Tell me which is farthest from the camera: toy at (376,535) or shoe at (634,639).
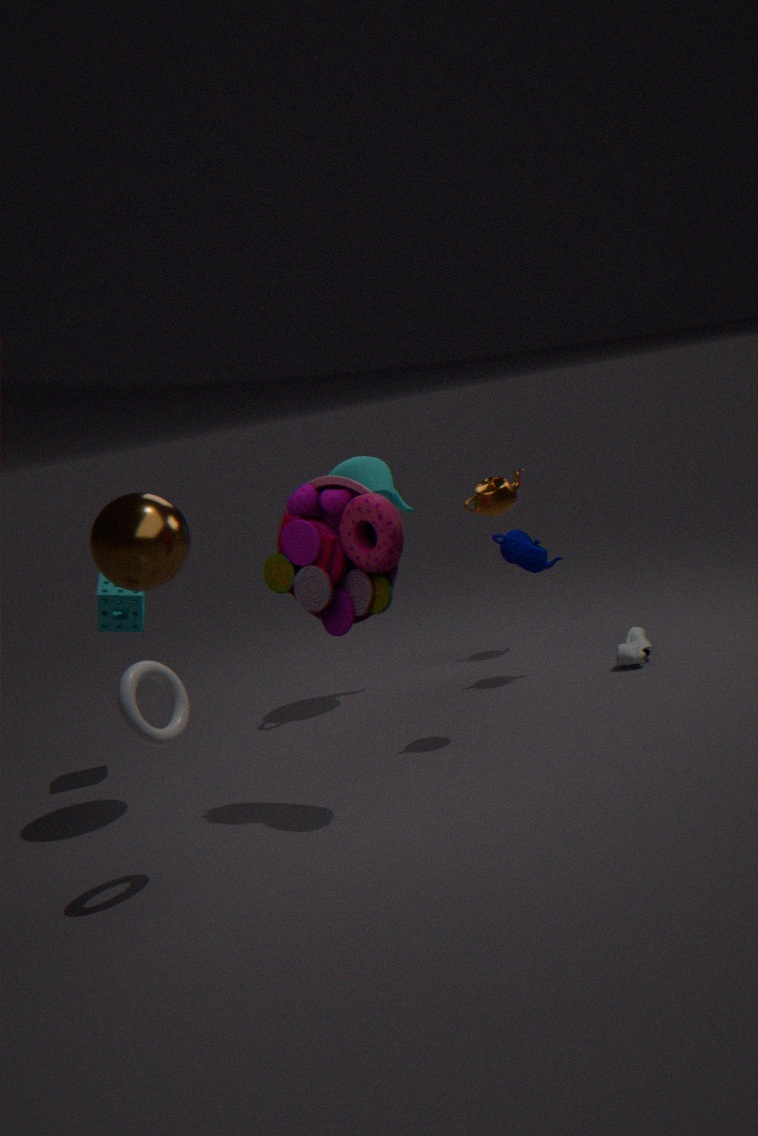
shoe at (634,639)
